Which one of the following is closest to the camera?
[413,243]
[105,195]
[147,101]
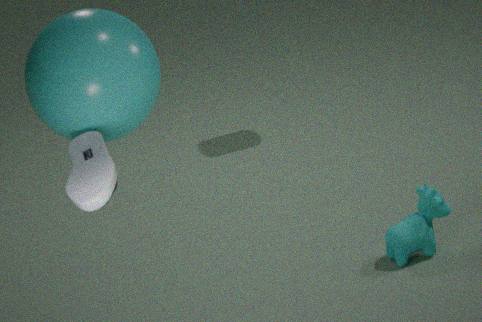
[105,195]
